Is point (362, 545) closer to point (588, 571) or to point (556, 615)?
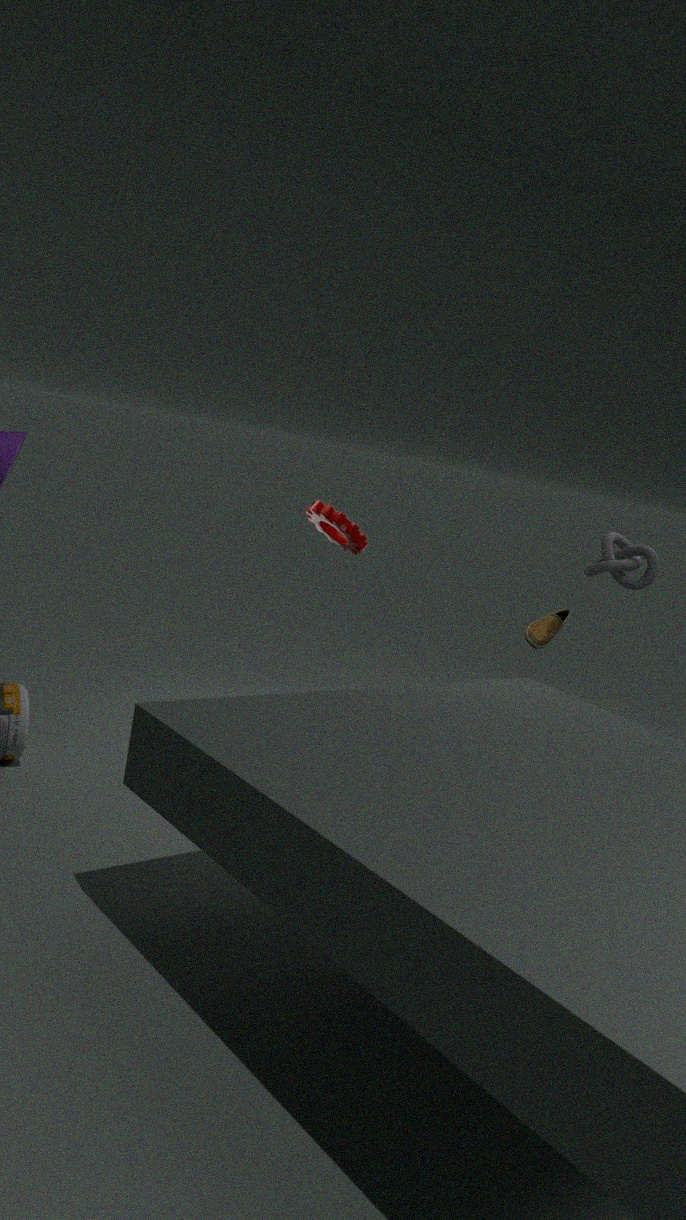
point (556, 615)
